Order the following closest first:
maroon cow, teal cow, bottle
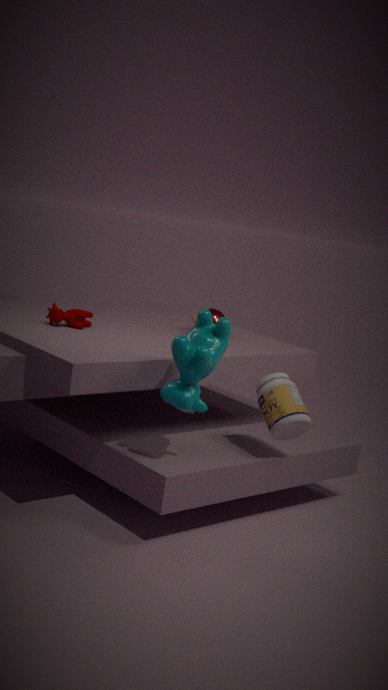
teal cow, bottle, maroon cow
